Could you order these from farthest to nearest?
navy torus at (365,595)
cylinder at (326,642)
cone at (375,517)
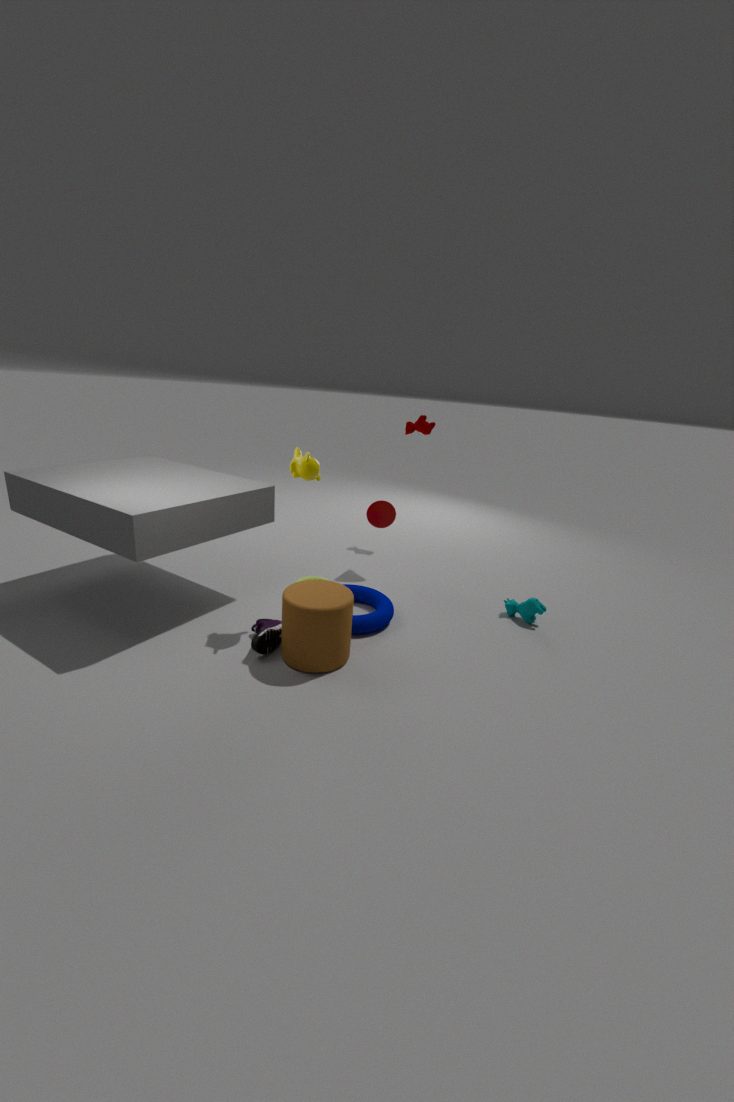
1. cone at (375,517)
2. navy torus at (365,595)
3. cylinder at (326,642)
